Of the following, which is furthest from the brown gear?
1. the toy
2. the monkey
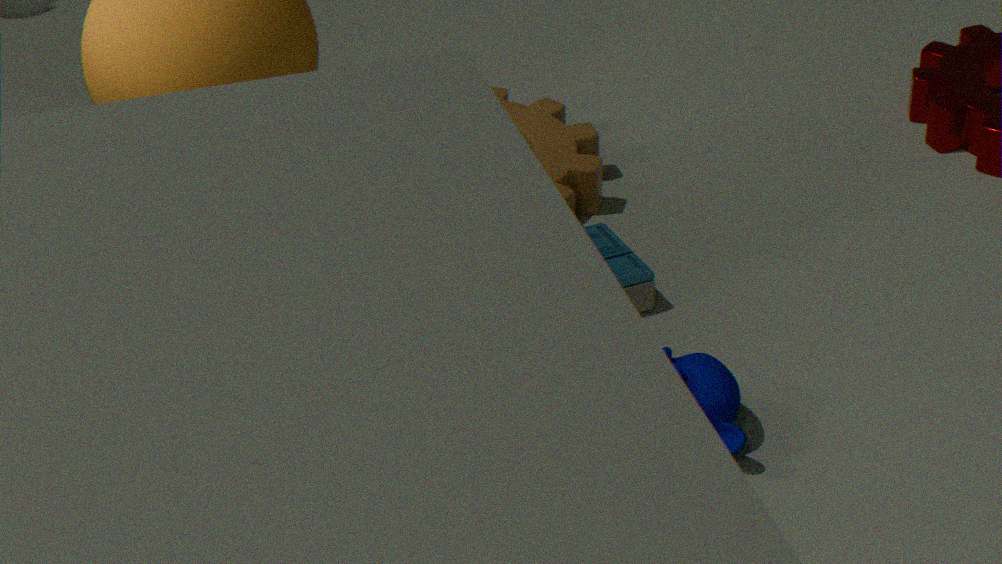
the monkey
